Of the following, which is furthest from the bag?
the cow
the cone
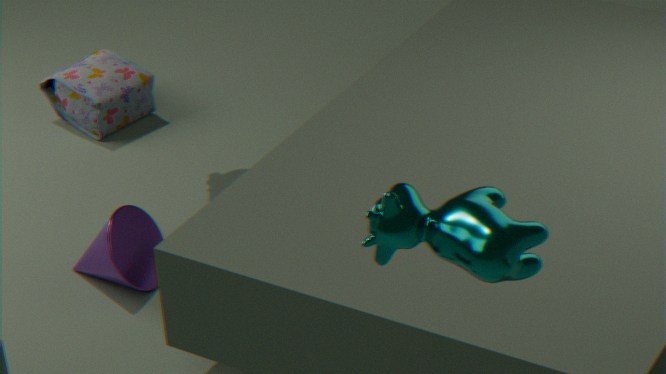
the cow
